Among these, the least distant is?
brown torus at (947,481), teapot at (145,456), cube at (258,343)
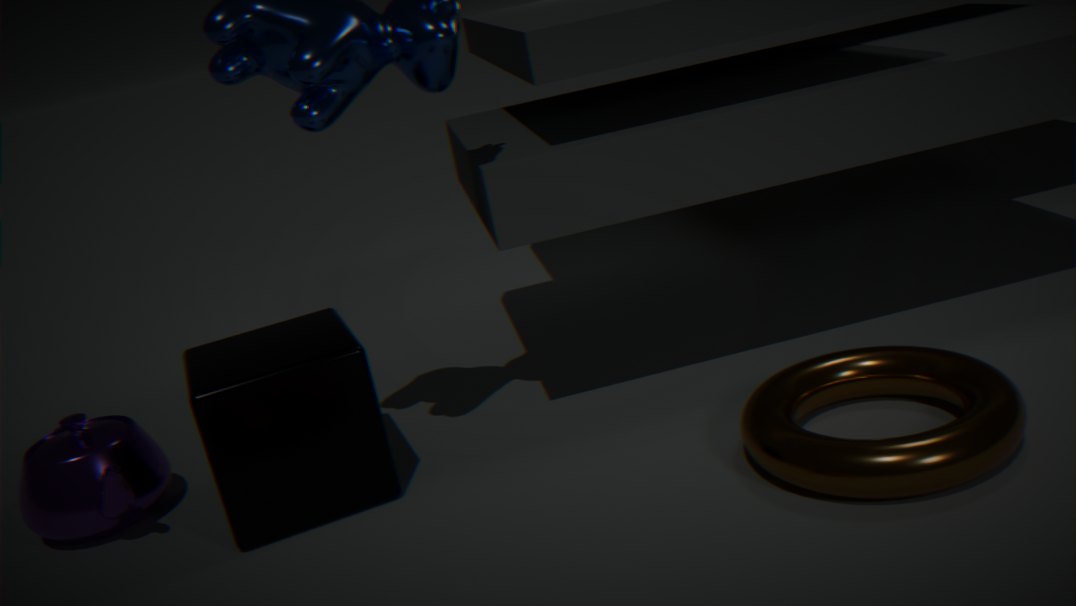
brown torus at (947,481)
